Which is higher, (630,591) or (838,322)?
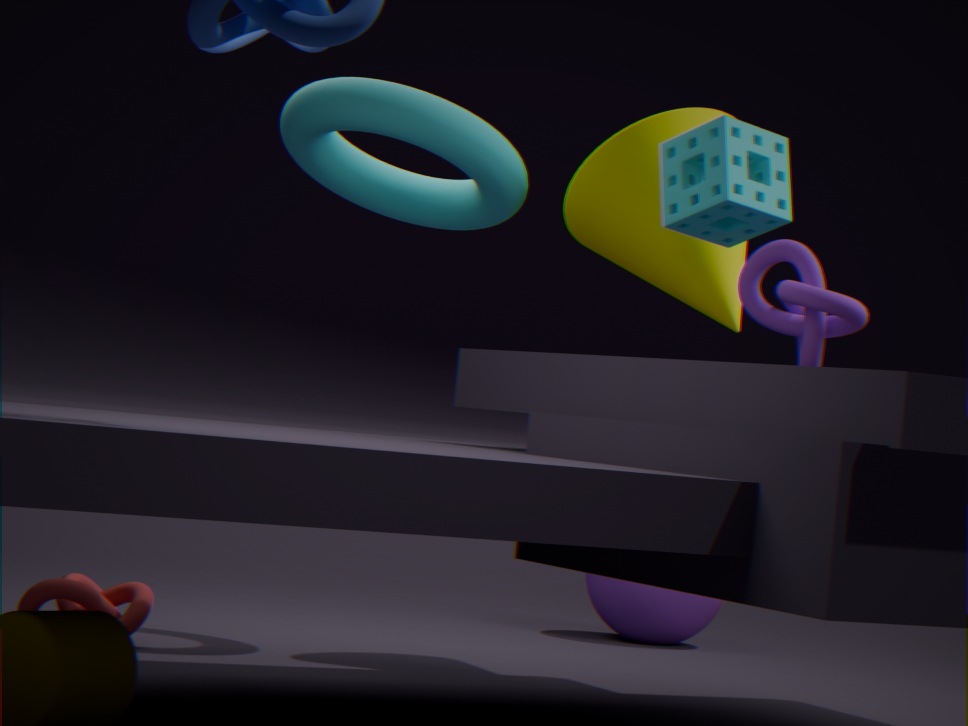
(838,322)
